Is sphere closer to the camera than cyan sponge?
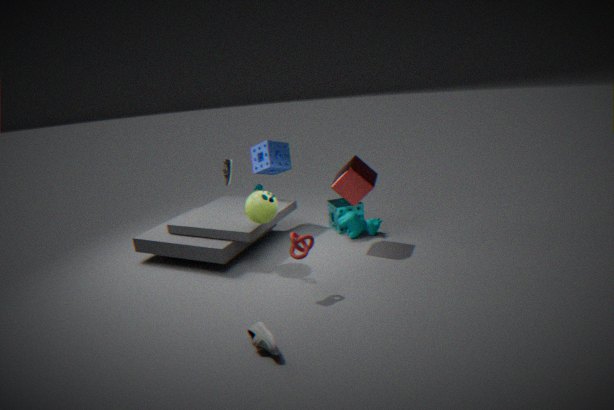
Yes
